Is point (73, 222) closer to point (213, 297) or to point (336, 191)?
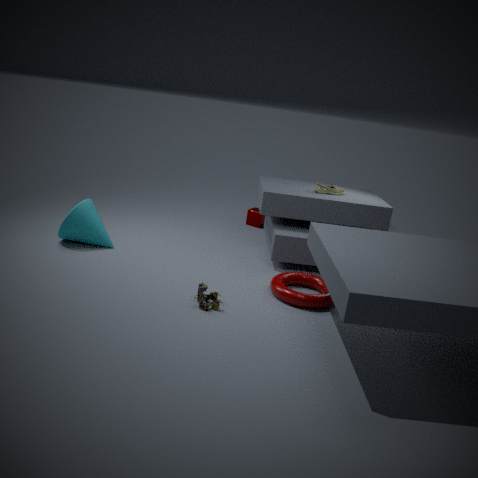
point (213, 297)
